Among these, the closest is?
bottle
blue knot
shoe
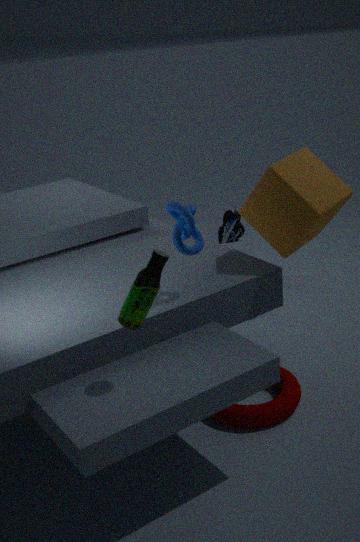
bottle
